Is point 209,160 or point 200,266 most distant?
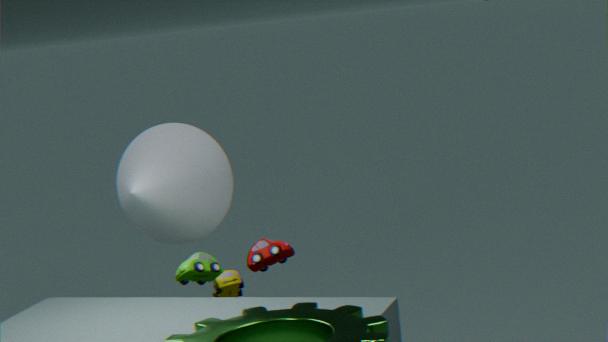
point 209,160
